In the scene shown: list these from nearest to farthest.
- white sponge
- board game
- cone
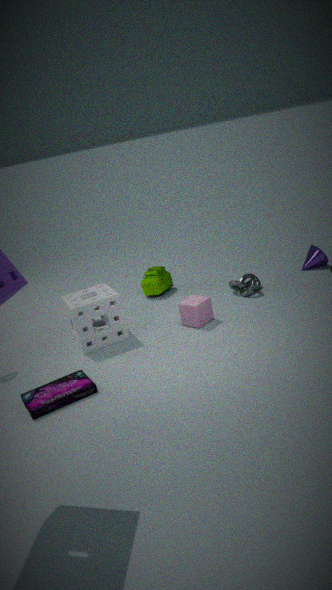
board game < white sponge < cone
